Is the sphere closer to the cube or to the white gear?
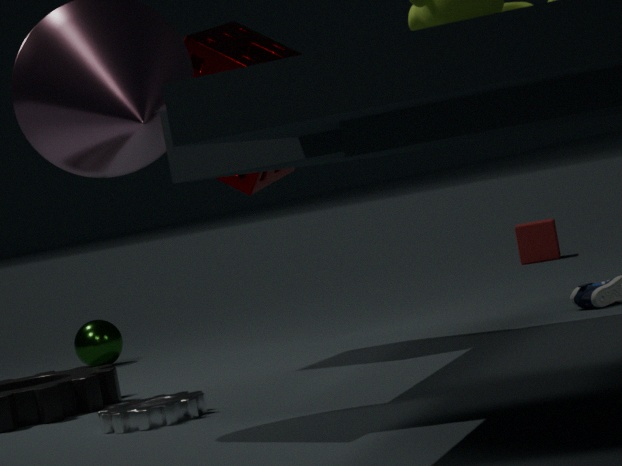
the white gear
